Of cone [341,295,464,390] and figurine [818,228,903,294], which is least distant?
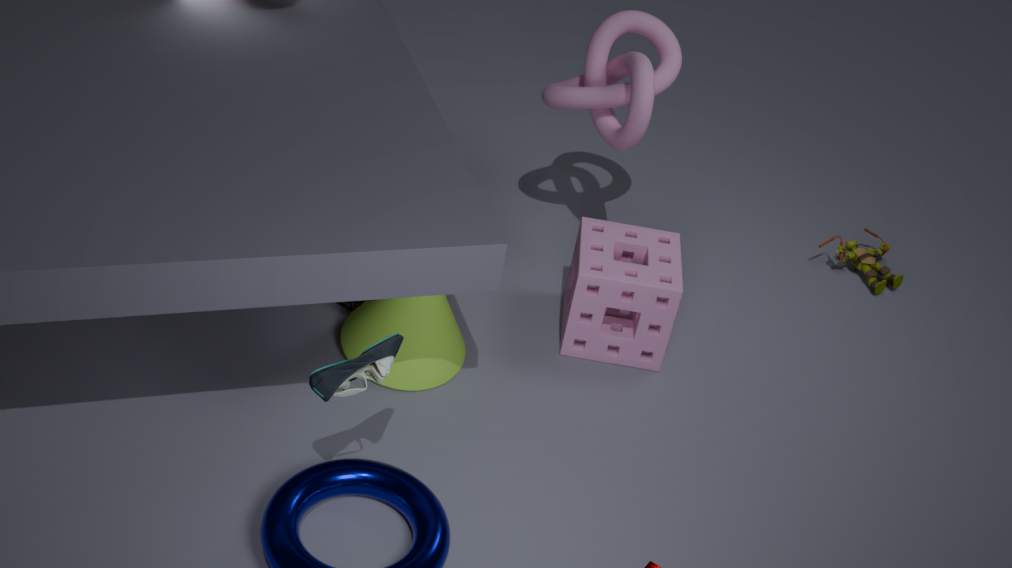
cone [341,295,464,390]
